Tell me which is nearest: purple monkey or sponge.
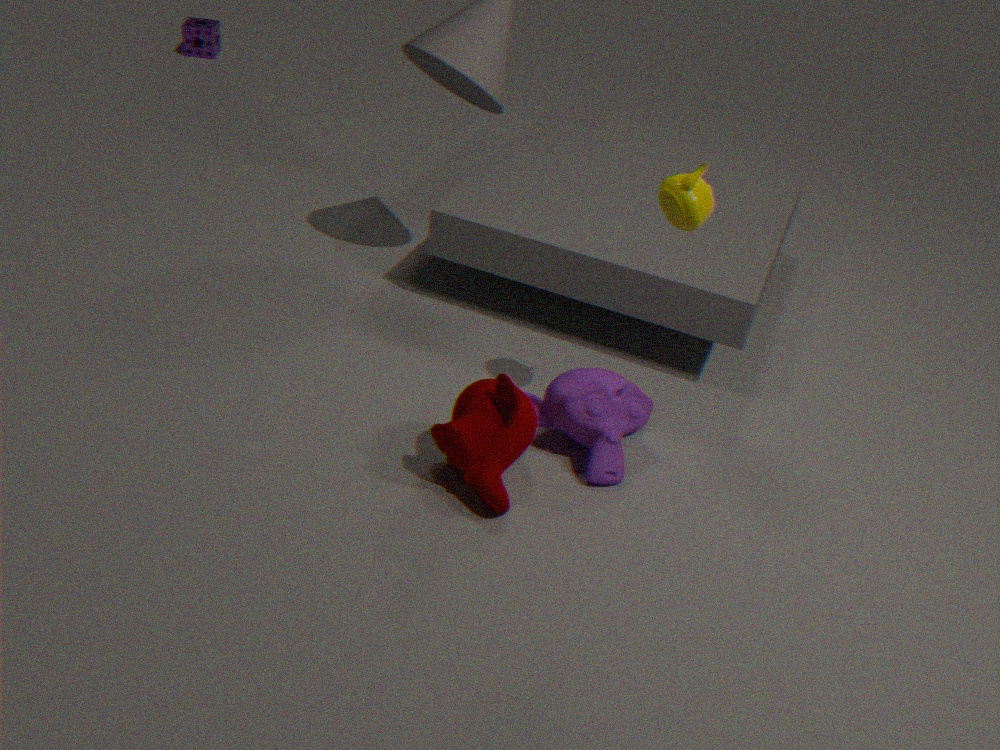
purple monkey
